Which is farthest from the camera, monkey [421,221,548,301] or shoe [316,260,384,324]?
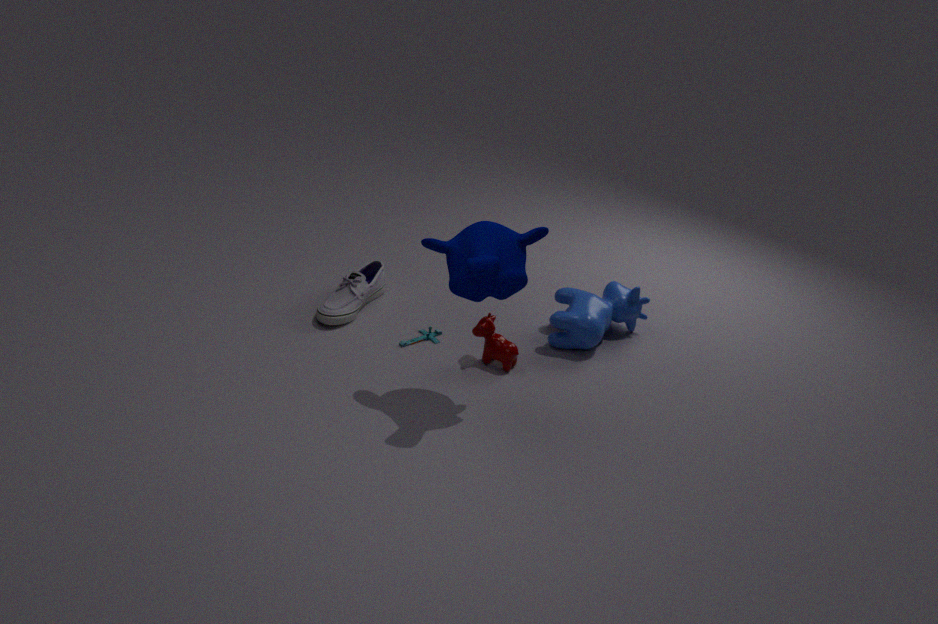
shoe [316,260,384,324]
